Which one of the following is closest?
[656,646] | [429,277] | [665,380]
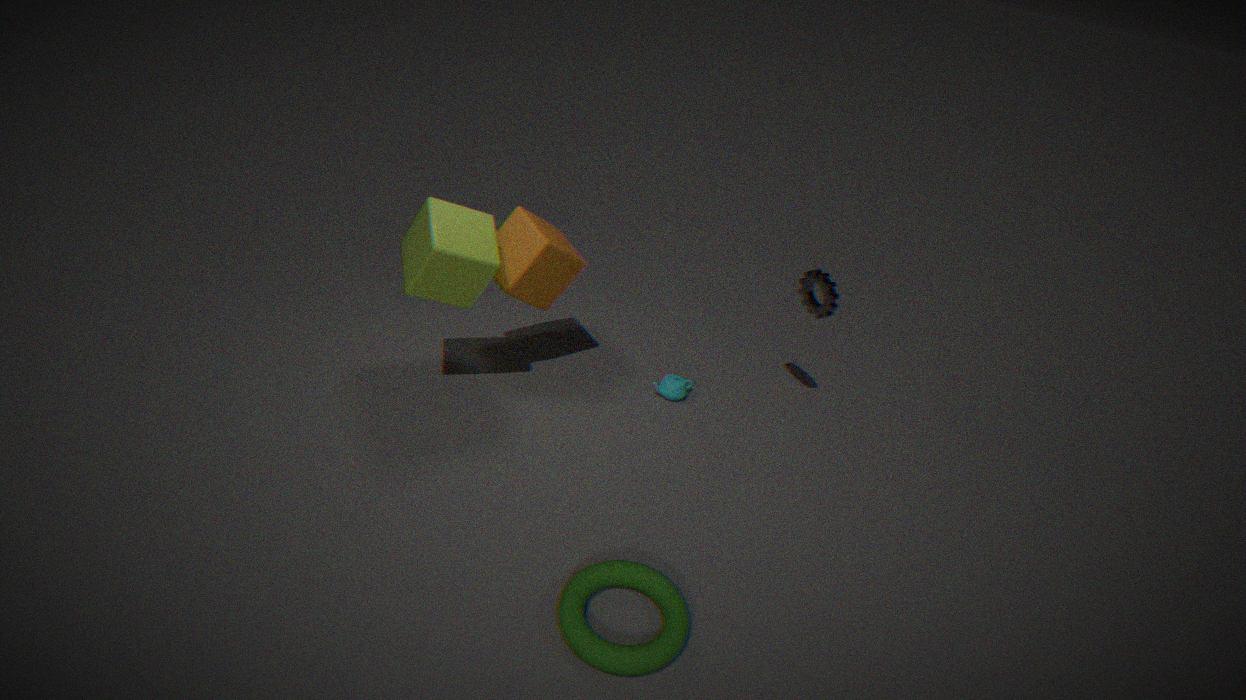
[656,646]
